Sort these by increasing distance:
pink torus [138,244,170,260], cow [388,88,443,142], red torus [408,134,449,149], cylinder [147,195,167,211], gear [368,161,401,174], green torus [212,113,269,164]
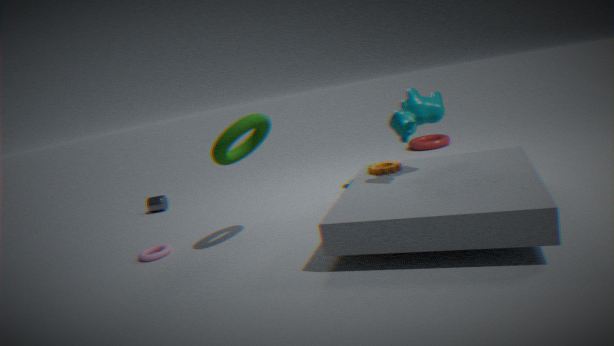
cow [388,88,443,142]
green torus [212,113,269,164]
gear [368,161,401,174]
pink torus [138,244,170,260]
cylinder [147,195,167,211]
red torus [408,134,449,149]
